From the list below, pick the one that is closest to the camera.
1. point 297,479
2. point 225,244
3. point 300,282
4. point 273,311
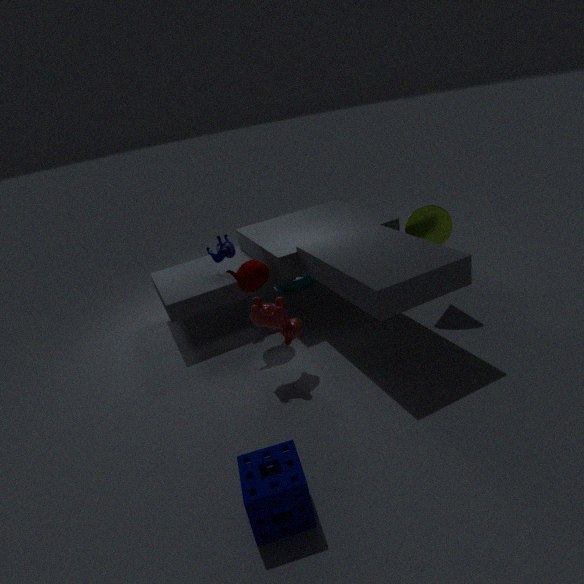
point 297,479
